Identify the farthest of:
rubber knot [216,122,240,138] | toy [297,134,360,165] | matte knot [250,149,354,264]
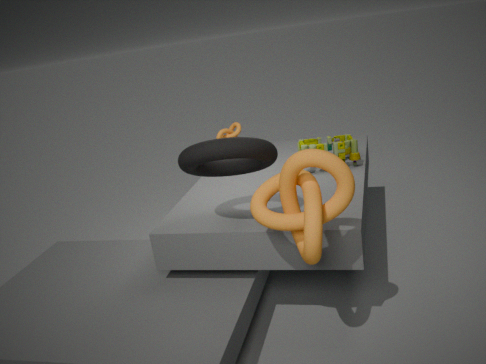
rubber knot [216,122,240,138]
